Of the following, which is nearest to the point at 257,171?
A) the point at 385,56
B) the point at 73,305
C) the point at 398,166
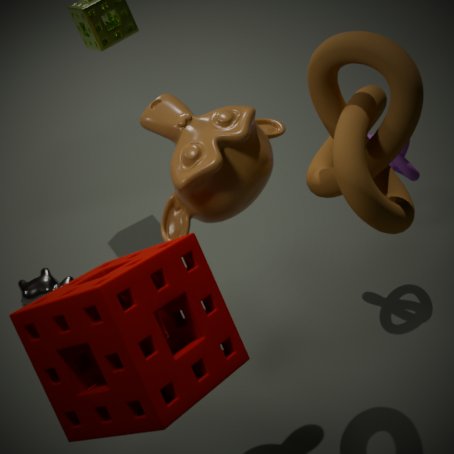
the point at 385,56
